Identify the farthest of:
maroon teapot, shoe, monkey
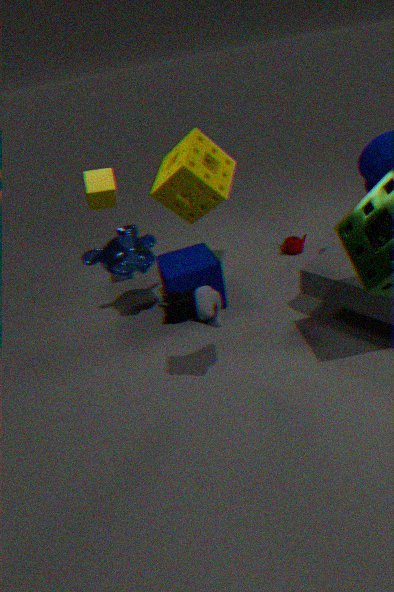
maroon teapot
